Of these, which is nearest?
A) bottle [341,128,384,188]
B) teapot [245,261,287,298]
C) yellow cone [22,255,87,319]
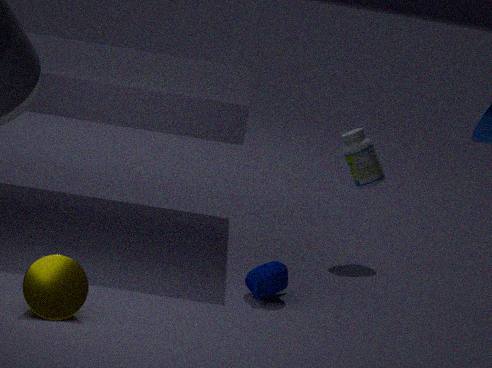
yellow cone [22,255,87,319]
